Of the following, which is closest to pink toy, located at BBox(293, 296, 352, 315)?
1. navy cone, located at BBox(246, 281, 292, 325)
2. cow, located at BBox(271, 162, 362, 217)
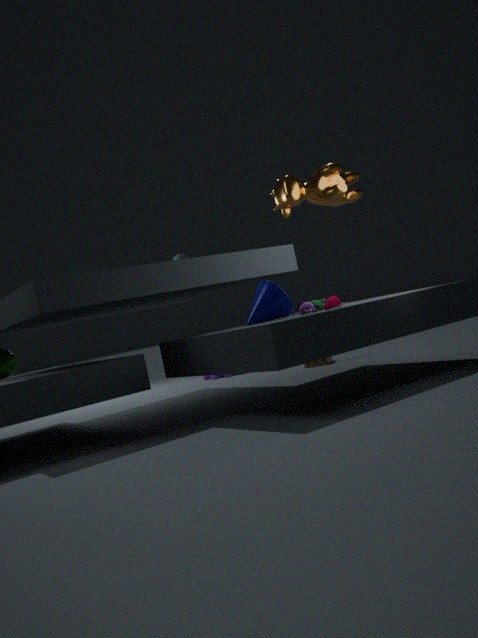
navy cone, located at BBox(246, 281, 292, 325)
